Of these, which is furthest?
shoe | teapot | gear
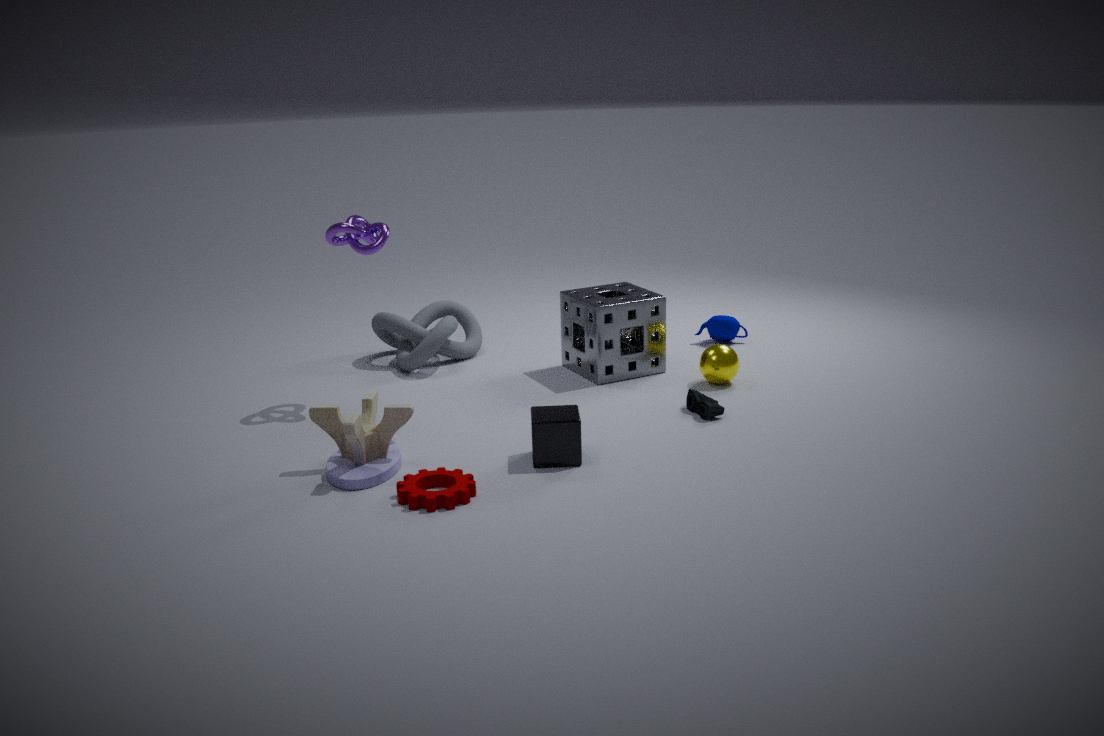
teapot
